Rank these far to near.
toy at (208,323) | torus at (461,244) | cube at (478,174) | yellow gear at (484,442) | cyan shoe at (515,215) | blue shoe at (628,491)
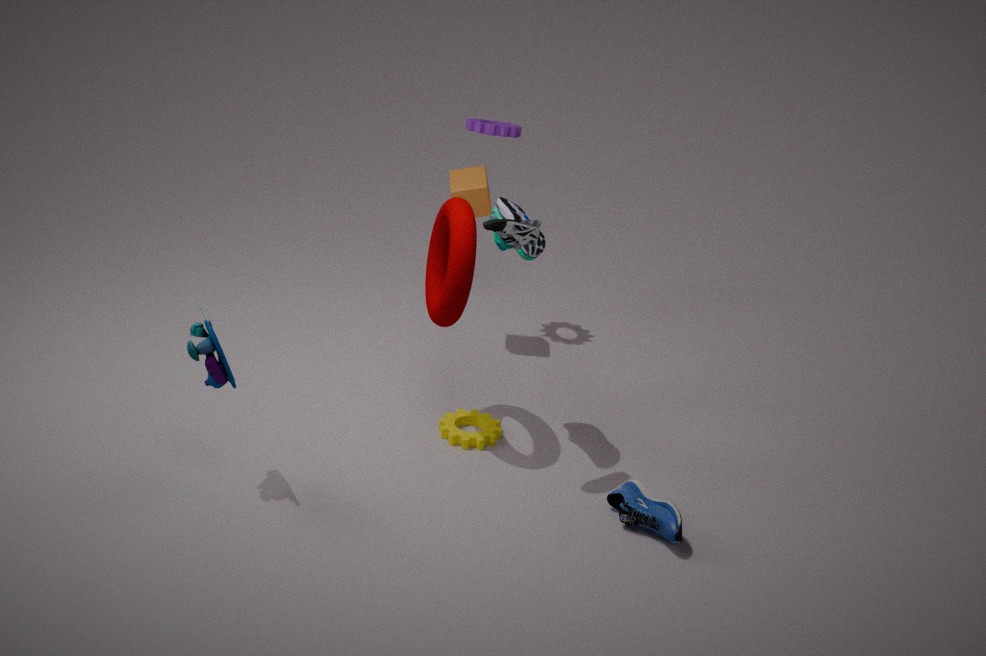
cube at (478,174)
yellow gear at (484,442)
cyan shoe at (515,215)
torus at (461,244)
blue shoe at (628,491)
toy at (208,323)
